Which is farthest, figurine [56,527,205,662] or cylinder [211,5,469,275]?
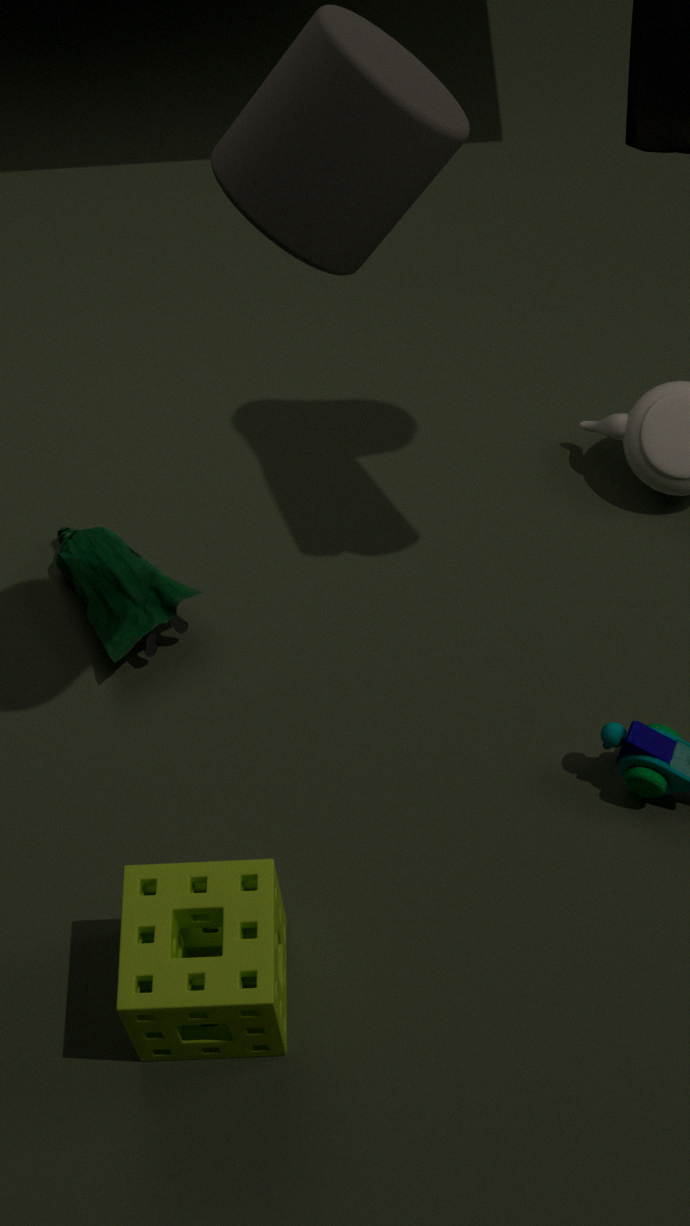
figurine [56,527,205,662]
